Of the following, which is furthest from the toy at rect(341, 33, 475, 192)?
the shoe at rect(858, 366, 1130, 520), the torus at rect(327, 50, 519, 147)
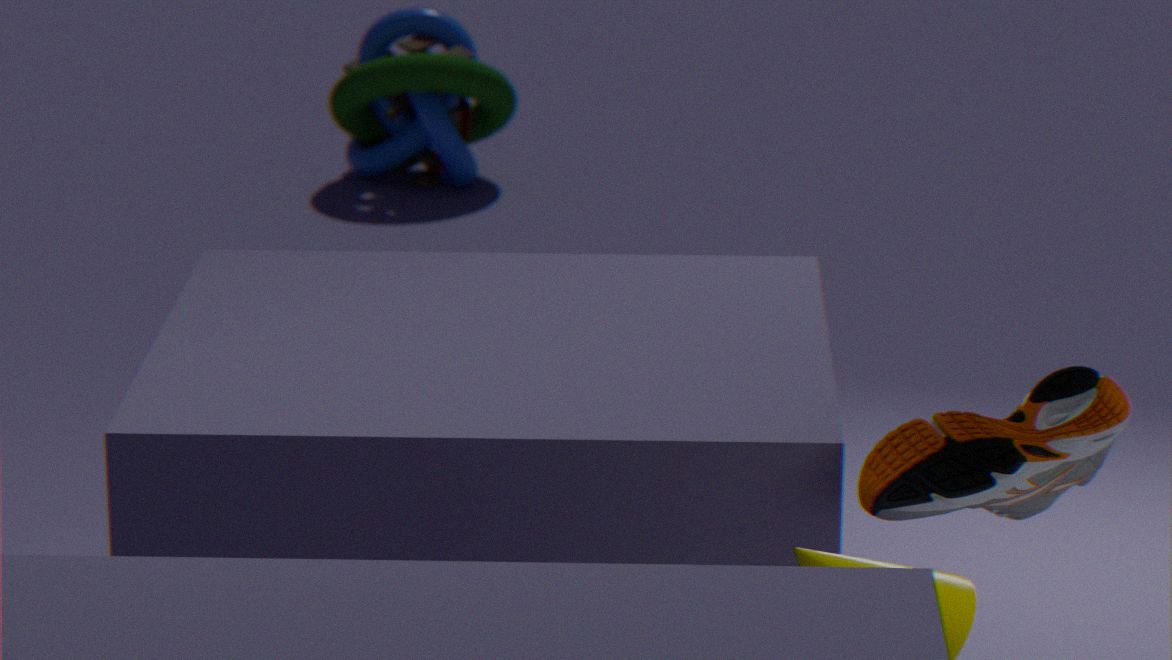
the shoe at rect(858, 366, 1130, 520)
